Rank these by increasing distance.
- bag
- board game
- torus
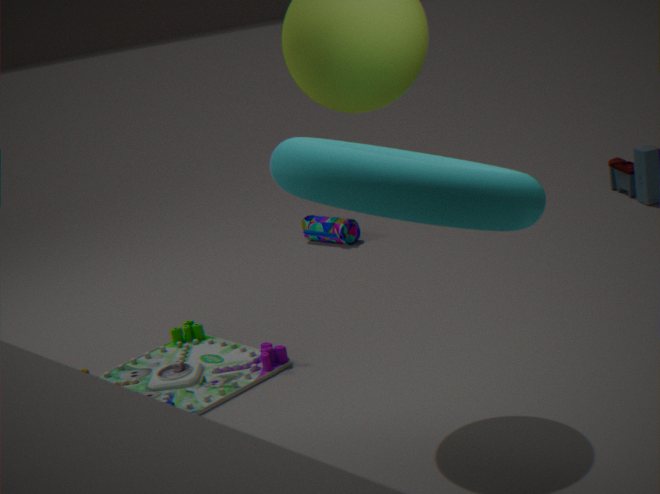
torus → board game → bag
